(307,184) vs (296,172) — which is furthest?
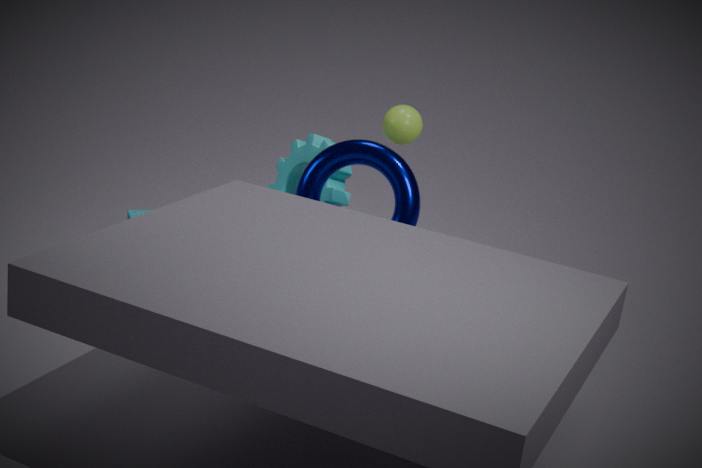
(296,172)
